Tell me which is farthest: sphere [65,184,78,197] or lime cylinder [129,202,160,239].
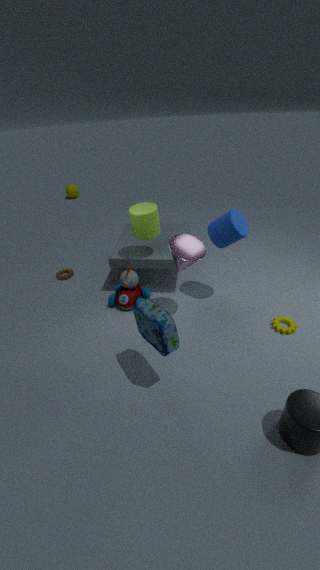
sphere [65,184,78,197]
